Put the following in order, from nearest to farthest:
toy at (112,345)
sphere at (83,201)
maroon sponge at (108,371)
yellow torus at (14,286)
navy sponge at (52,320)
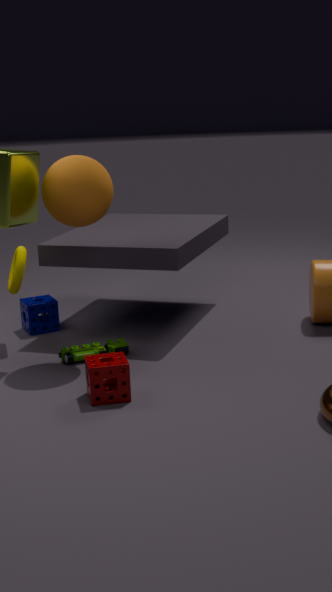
maroon sponge at (108,371) < sphere at (83,201) < toy at (112,345) < yellow torus at (14,286) < navy sponge at (52,320)
